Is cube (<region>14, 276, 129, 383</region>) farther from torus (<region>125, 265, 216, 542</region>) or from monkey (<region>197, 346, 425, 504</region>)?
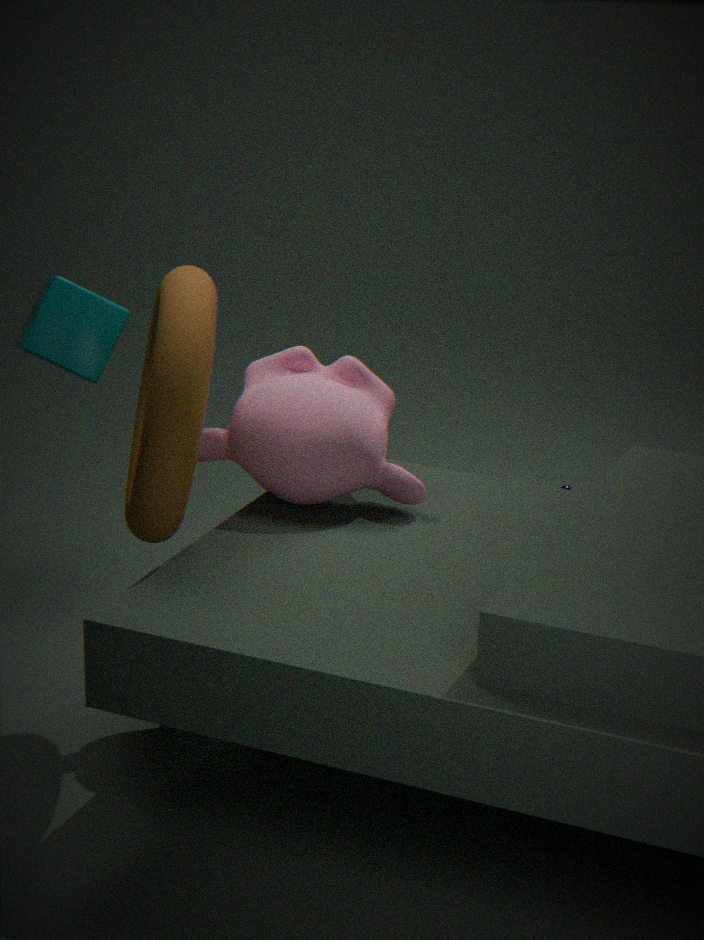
monkey (<region>197, 346, 425, 504</region>)
